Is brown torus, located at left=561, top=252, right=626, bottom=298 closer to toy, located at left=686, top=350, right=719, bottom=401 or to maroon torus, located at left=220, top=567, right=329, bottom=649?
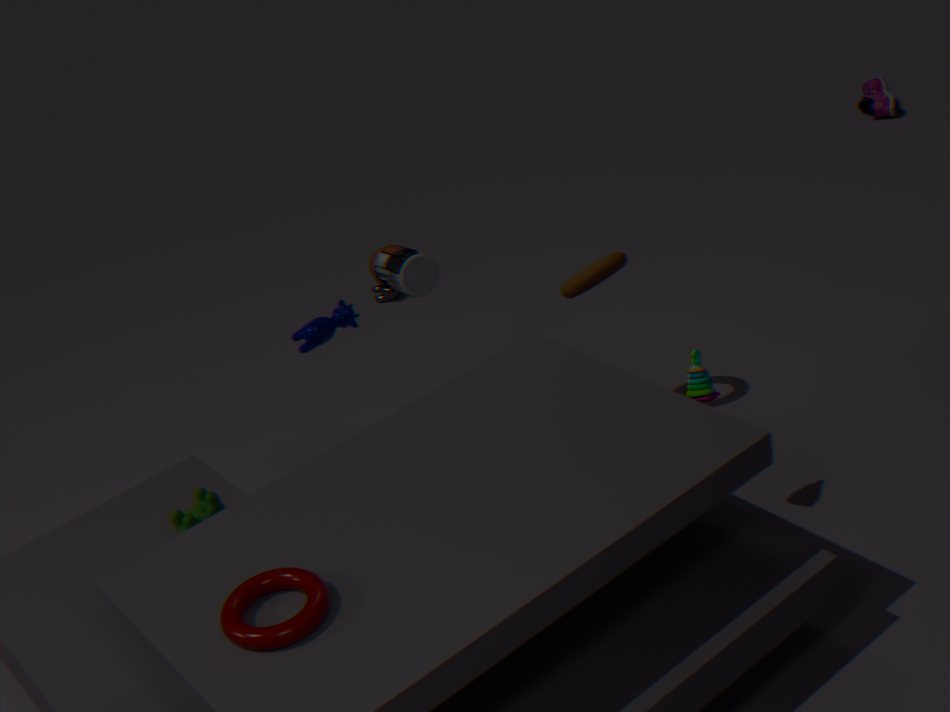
toy, located at left=686, top=350, right=719, bottom=401
